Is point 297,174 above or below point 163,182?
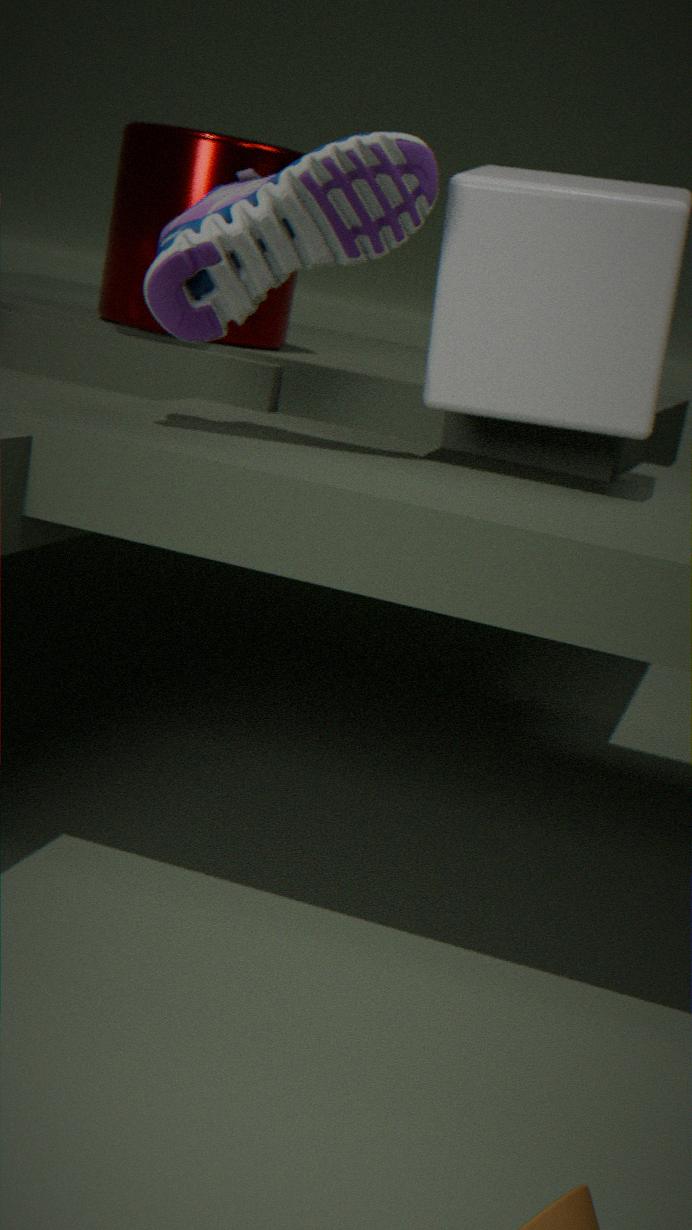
above
